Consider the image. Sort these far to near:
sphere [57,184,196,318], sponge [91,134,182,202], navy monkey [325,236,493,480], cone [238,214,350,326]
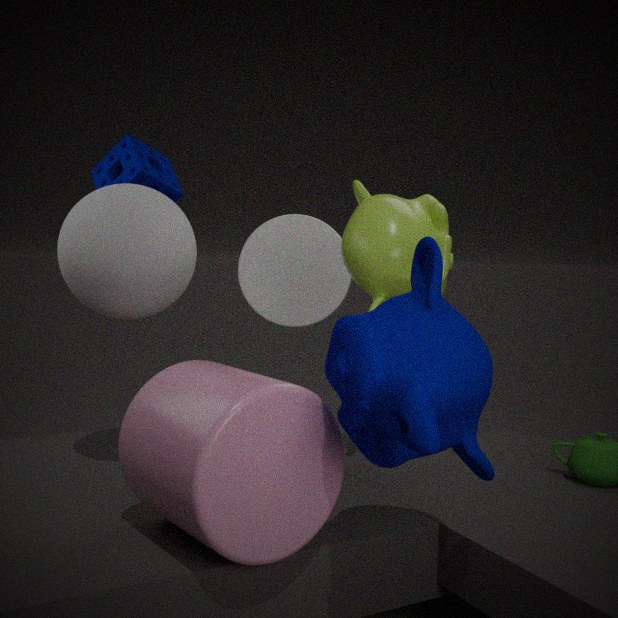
1. cone [238,214,350,326]
2. sponge [91,134,182,202]
3. sphere [57,184,196,318]
4. navy monkey [325,236,493,480]
